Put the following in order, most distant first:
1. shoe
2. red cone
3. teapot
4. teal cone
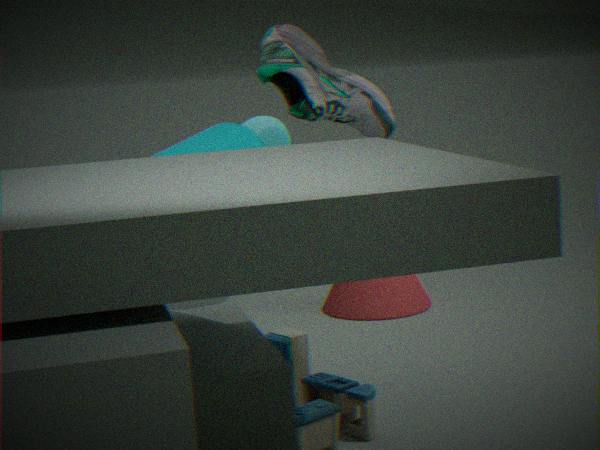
red cone, shoe, teapot, teal cone
